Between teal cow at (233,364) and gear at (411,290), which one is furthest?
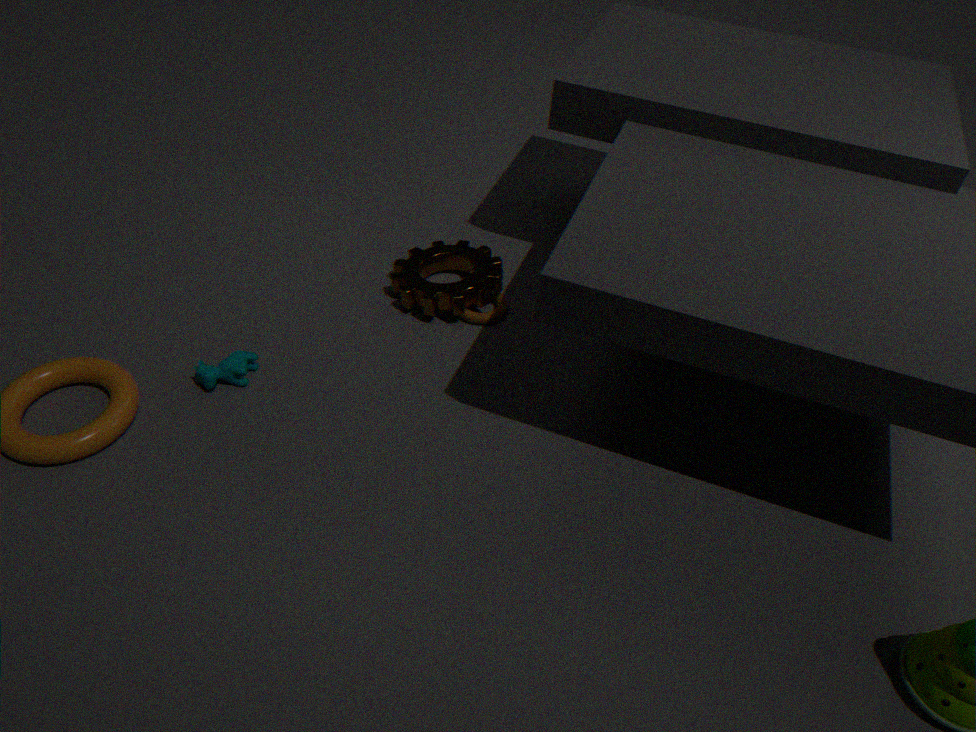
gear at (411,290)
